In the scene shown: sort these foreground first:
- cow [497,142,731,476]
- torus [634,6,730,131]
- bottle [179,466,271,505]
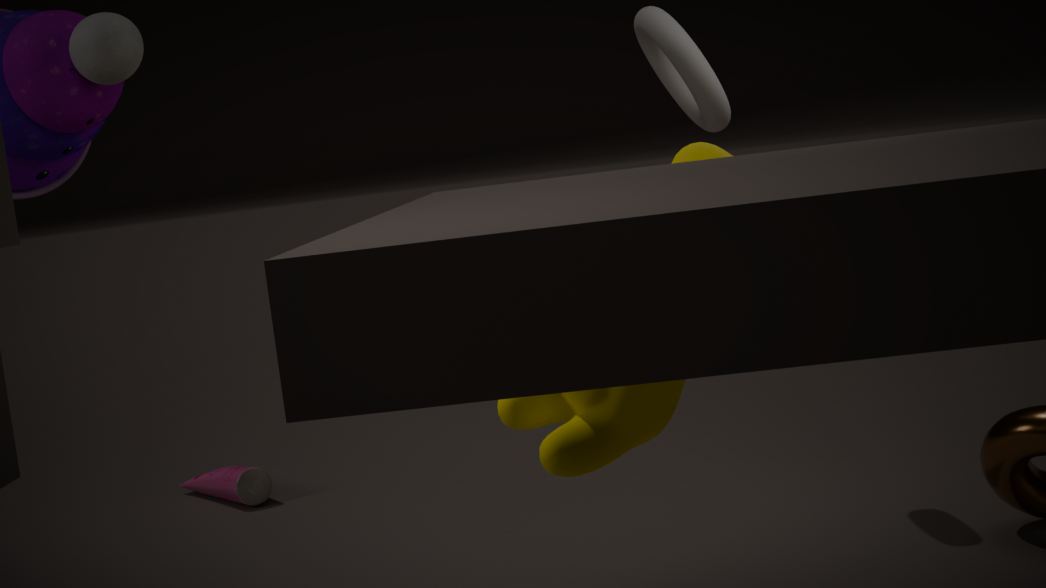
1. cow [497,142,731,476]
2. torus [634,6,730,131]
3. bottle [179,466,271,505]
